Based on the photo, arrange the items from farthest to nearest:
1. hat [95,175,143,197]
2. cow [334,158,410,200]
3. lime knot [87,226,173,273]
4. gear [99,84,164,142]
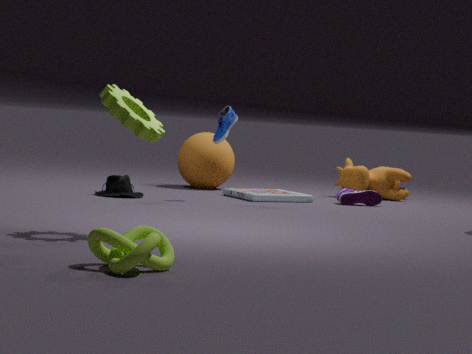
cow [334,158,410,200] < hat [95,175,143,197] < gear [99,84,164,142] < lime knot [87,226,173,273]
